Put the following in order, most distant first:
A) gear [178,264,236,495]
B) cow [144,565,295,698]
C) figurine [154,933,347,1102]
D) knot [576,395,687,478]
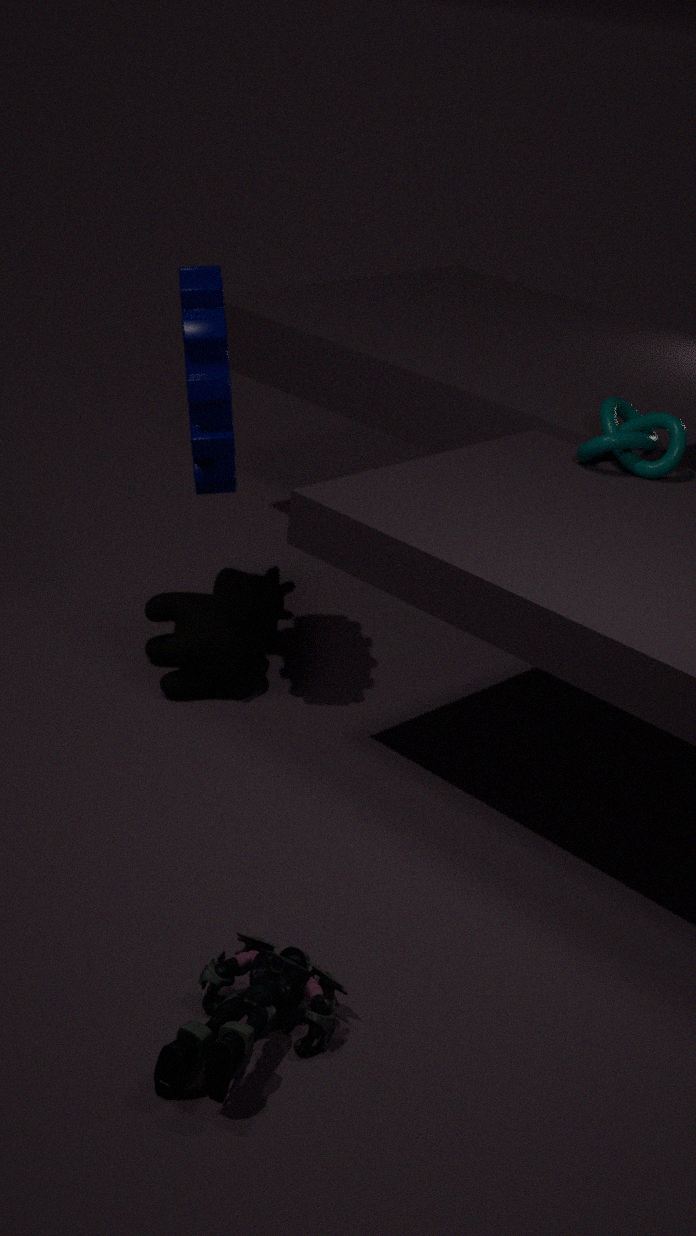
cow [144,565,295,698] → knot [576,395,687,478] → gear [178,264,236,495] → figurine [154,933,347,1102]
